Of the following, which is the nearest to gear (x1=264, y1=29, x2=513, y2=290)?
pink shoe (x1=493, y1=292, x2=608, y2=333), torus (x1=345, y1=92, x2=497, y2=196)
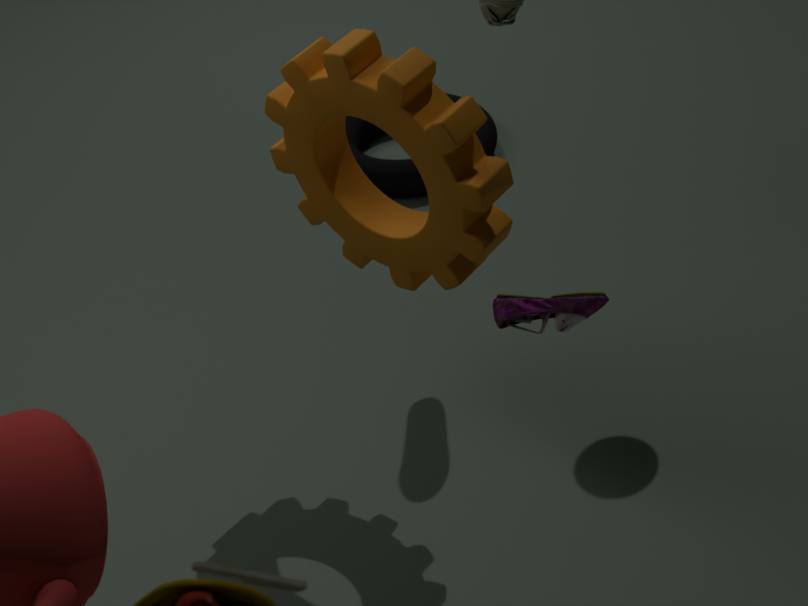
pink shoe (x1=493, y1=292, x2=608, y2=333)
